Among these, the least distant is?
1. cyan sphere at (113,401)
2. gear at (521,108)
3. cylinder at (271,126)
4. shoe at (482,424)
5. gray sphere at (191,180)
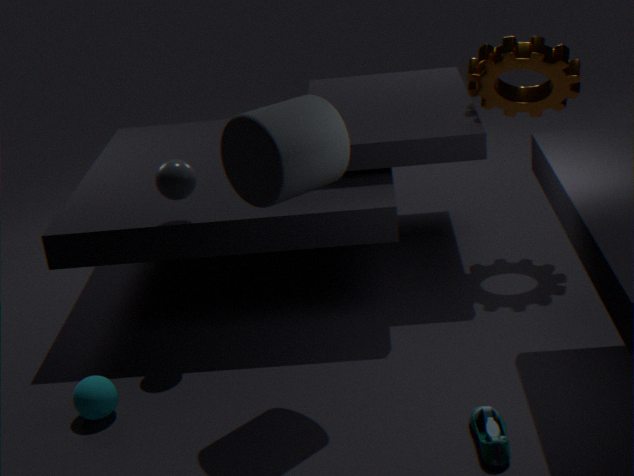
shoe at (482,424)
